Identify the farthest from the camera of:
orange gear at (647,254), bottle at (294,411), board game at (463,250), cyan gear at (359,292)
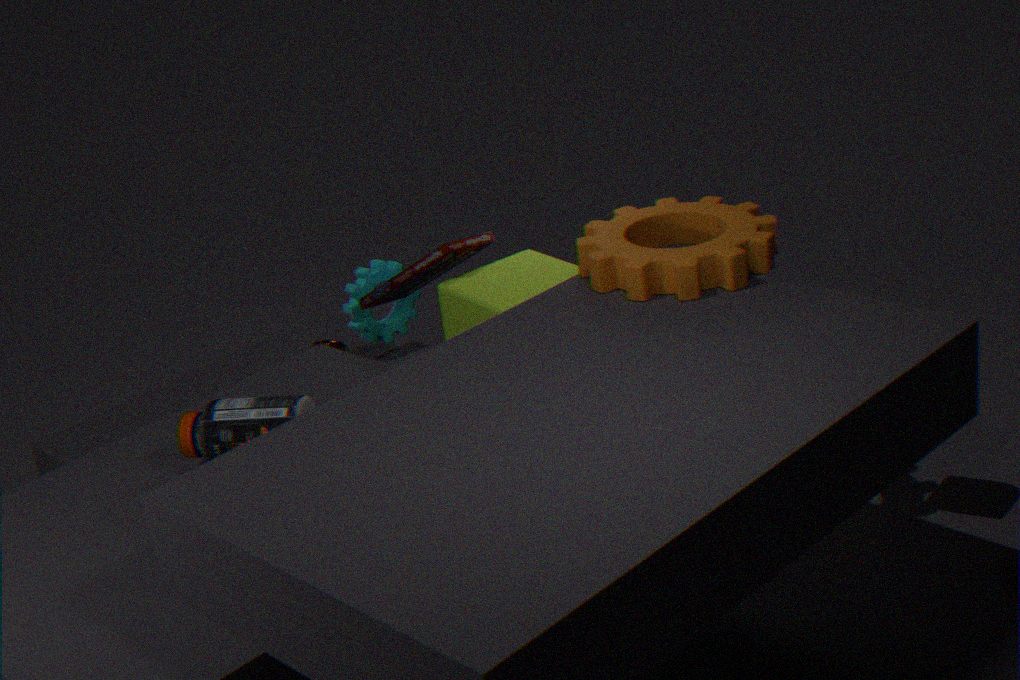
cyan gear at (359,292)
